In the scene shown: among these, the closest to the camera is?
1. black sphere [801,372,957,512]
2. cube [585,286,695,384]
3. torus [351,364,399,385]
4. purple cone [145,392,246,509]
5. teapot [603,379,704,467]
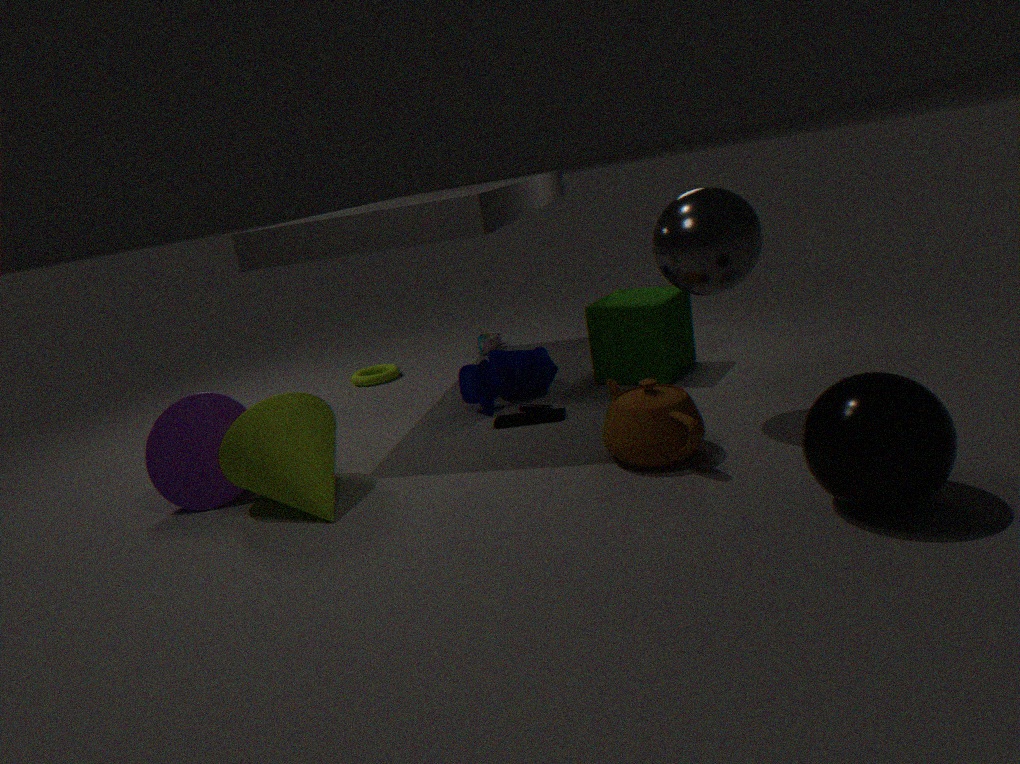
black sphere [801,372,957,512]
